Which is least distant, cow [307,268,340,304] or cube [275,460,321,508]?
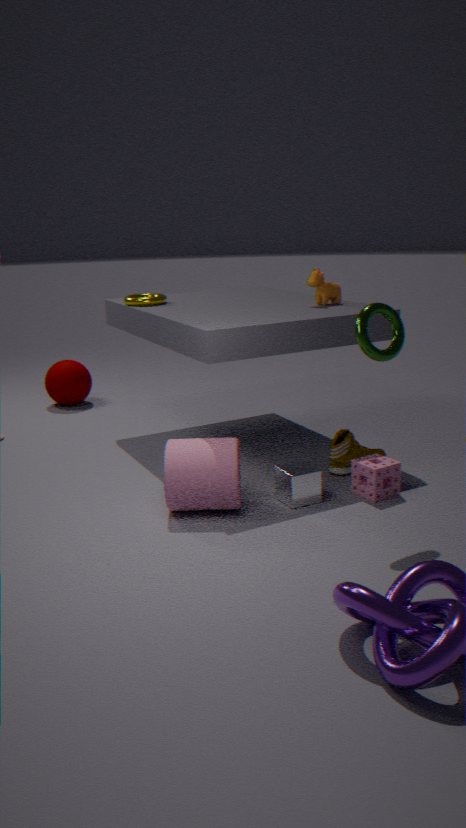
cube [275,460,321,508]
